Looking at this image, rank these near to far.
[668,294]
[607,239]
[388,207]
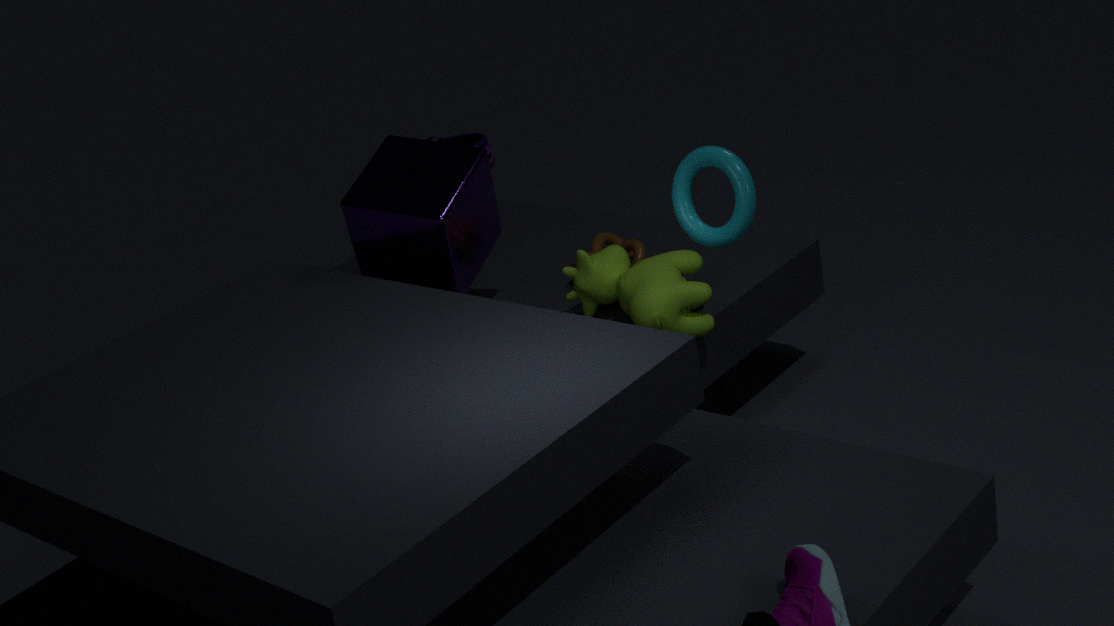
[668,294] → [388,207] → [607,239]
